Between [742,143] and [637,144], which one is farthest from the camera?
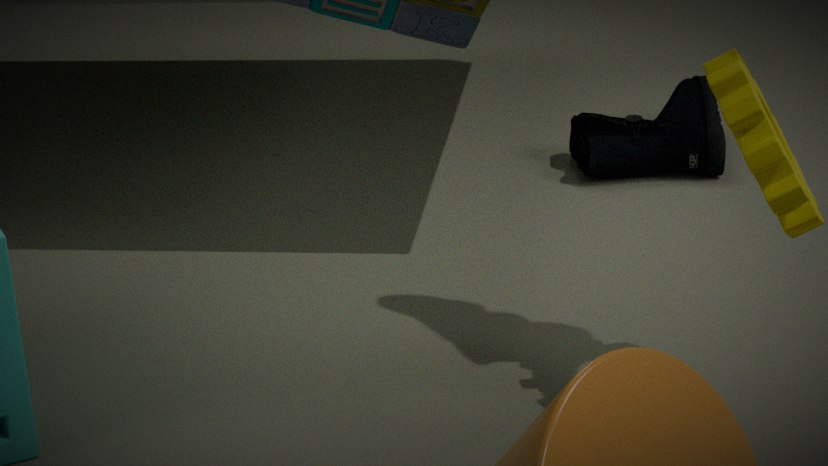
[637,144]
